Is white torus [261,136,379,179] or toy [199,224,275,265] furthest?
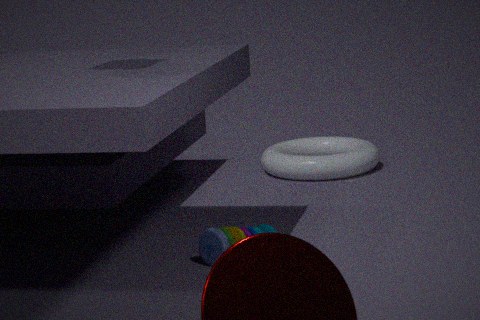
white torus [261,136,379,179]
